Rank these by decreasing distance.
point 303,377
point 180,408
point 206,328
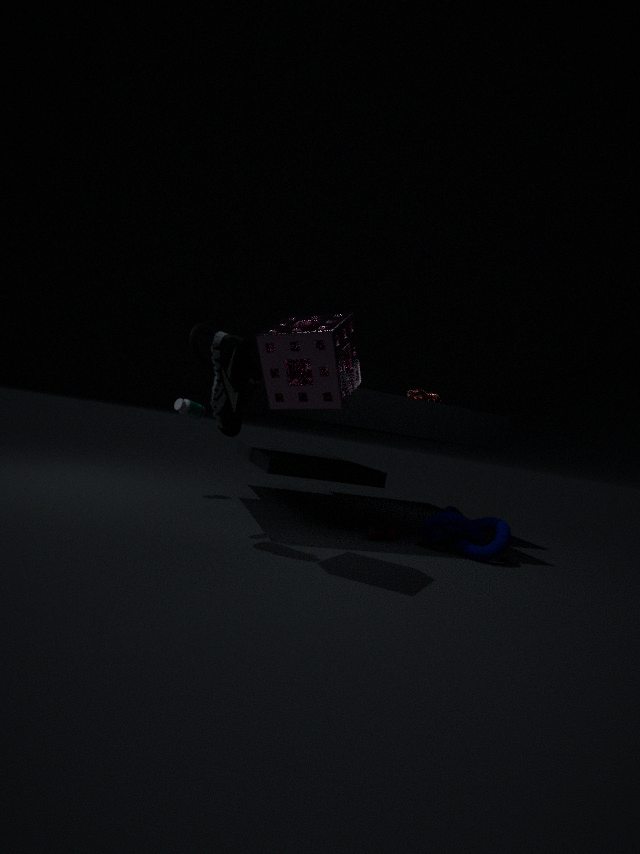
point 180,408, point 206,328, point 303,377
